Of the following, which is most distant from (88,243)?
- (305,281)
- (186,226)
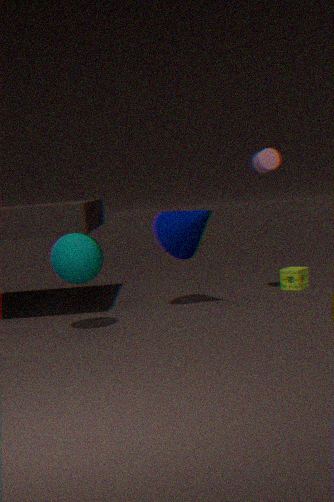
(305,281)
